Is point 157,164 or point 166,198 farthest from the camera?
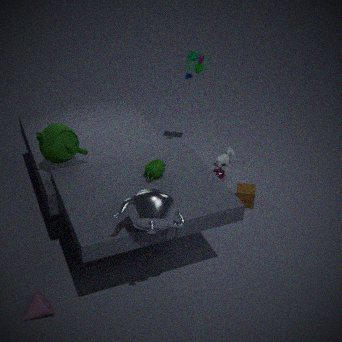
point 157,164
